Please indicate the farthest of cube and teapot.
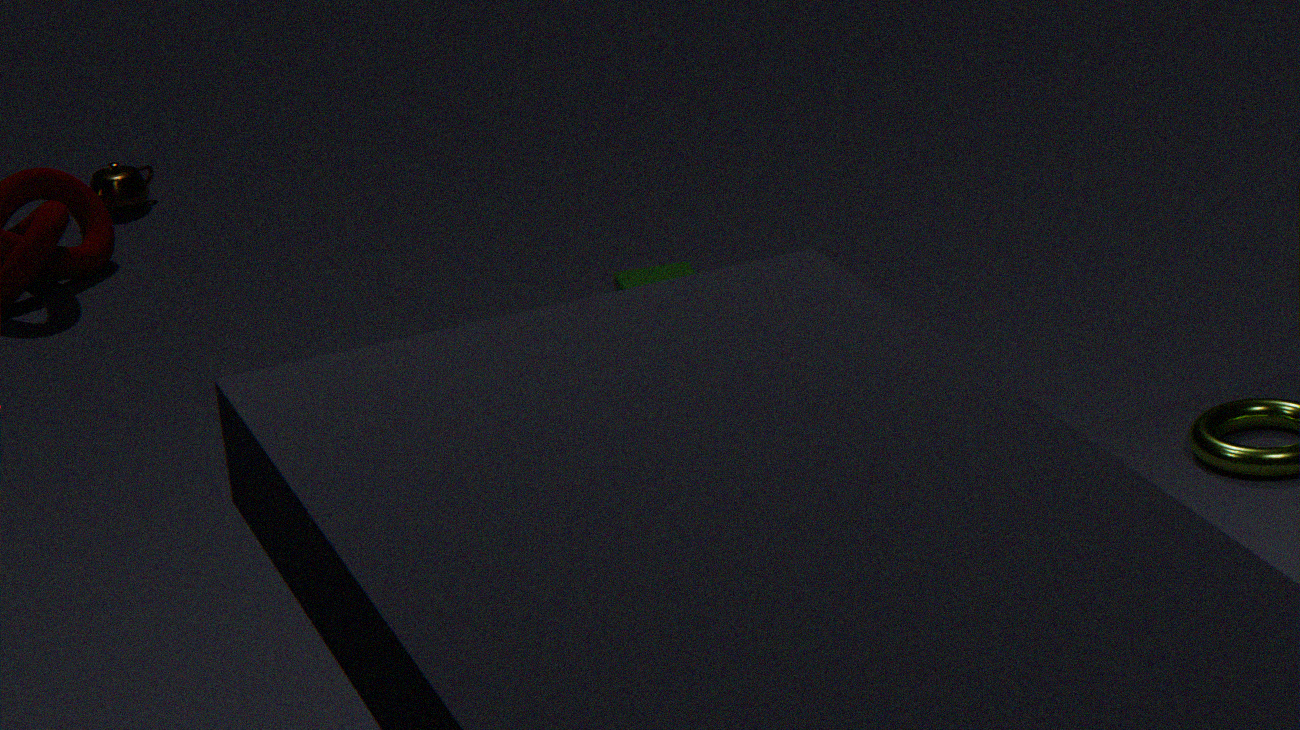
teapot
